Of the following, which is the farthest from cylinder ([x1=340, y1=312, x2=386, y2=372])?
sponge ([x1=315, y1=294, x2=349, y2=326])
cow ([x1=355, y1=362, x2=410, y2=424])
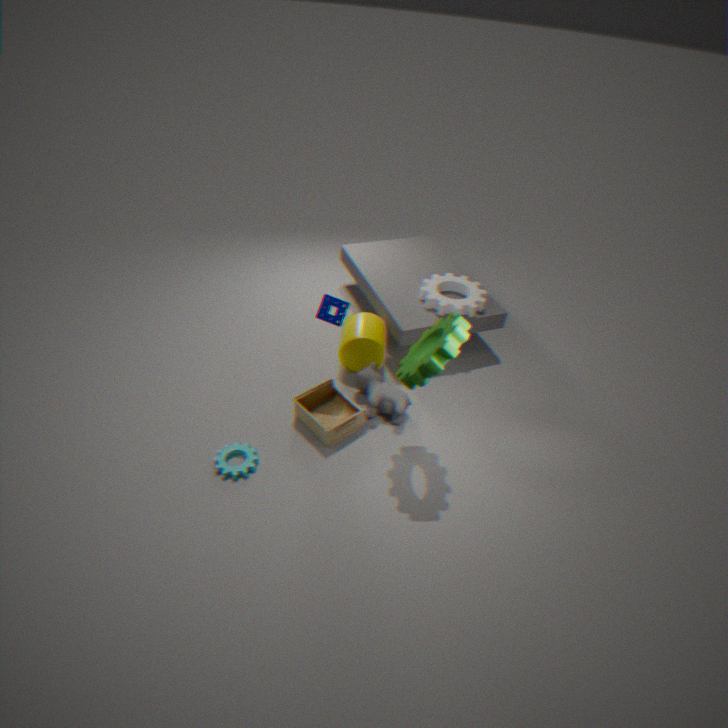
sponge ([x1=315, y1=294, x2=349, y2=326])
